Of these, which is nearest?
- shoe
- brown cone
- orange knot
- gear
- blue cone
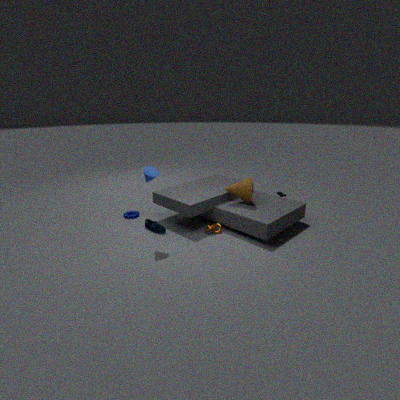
blue cone
